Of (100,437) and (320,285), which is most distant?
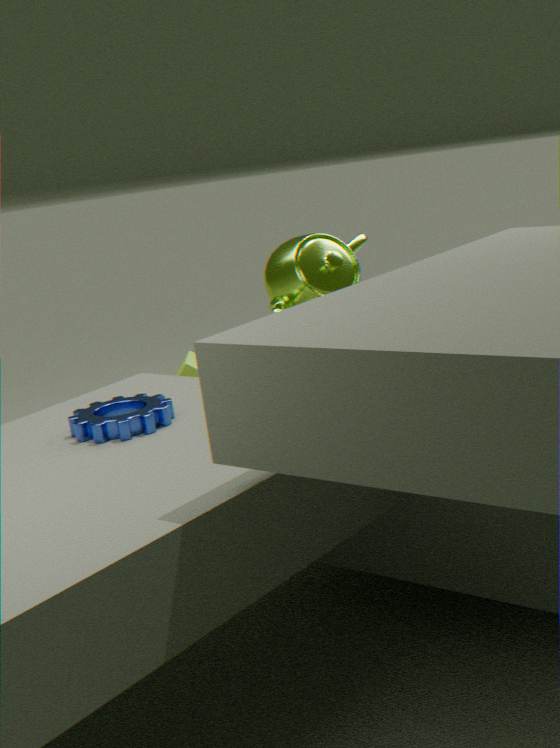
(320,285)
